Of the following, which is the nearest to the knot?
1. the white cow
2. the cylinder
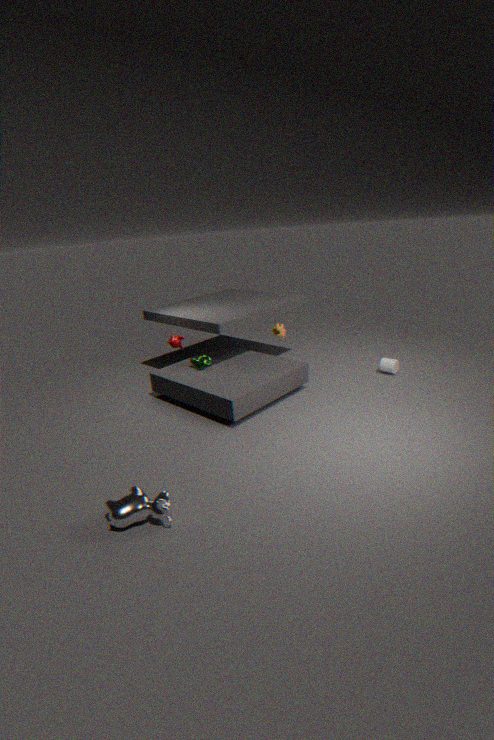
the white cow
